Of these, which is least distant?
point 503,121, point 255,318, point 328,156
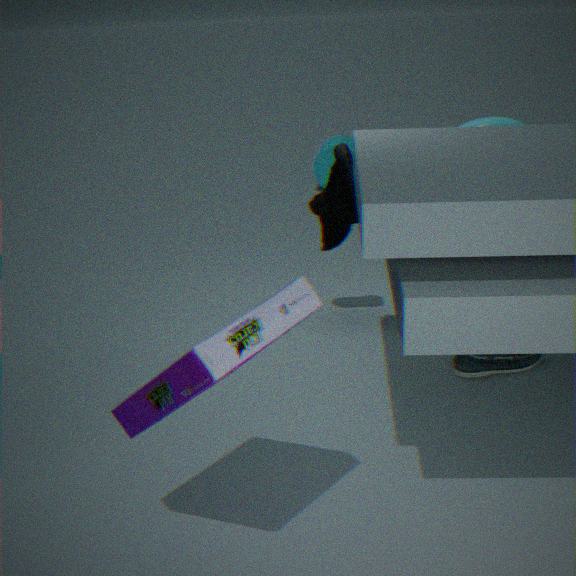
point 255,318
